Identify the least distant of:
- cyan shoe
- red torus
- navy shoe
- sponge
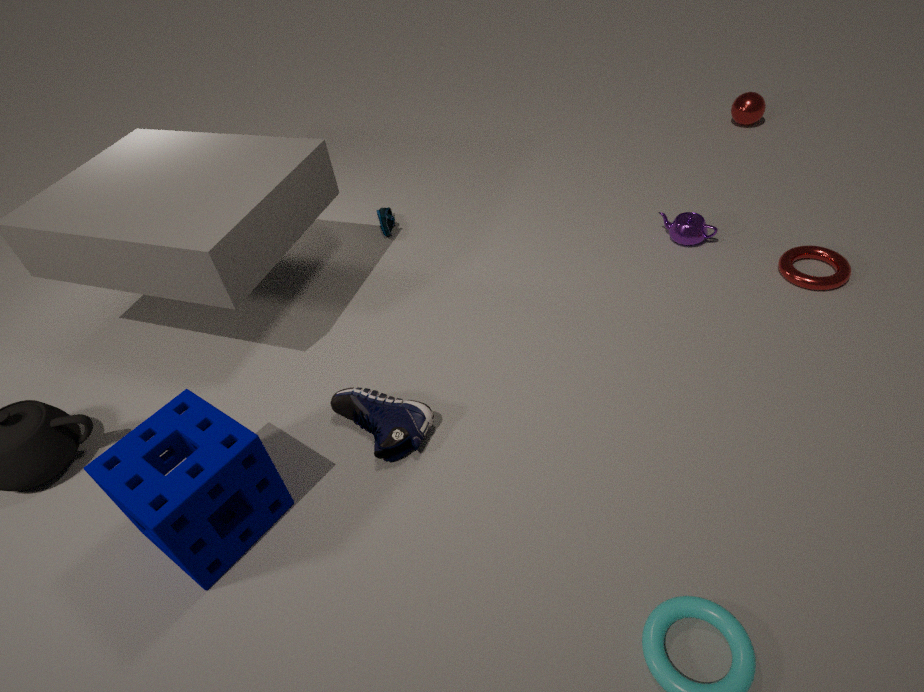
sponge
